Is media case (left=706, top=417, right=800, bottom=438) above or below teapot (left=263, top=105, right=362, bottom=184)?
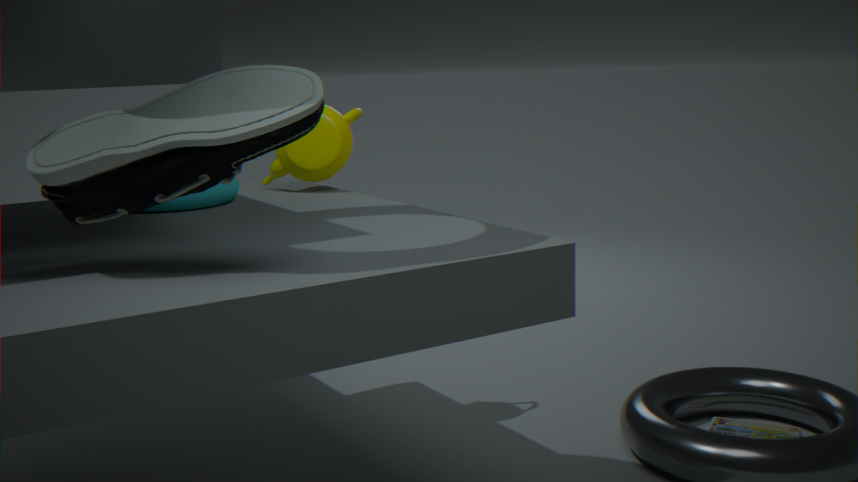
below
